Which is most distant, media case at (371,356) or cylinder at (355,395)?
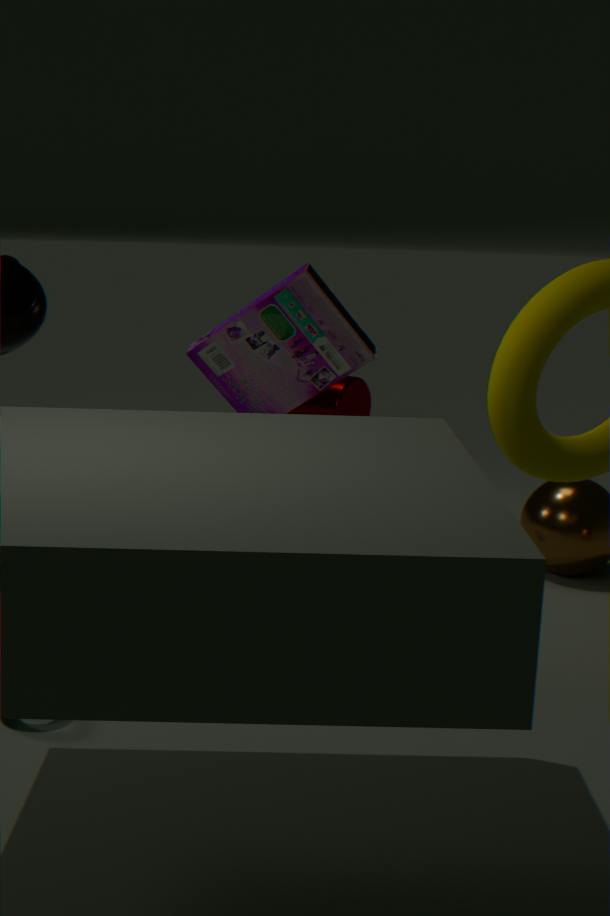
cylinder at (355,395)
